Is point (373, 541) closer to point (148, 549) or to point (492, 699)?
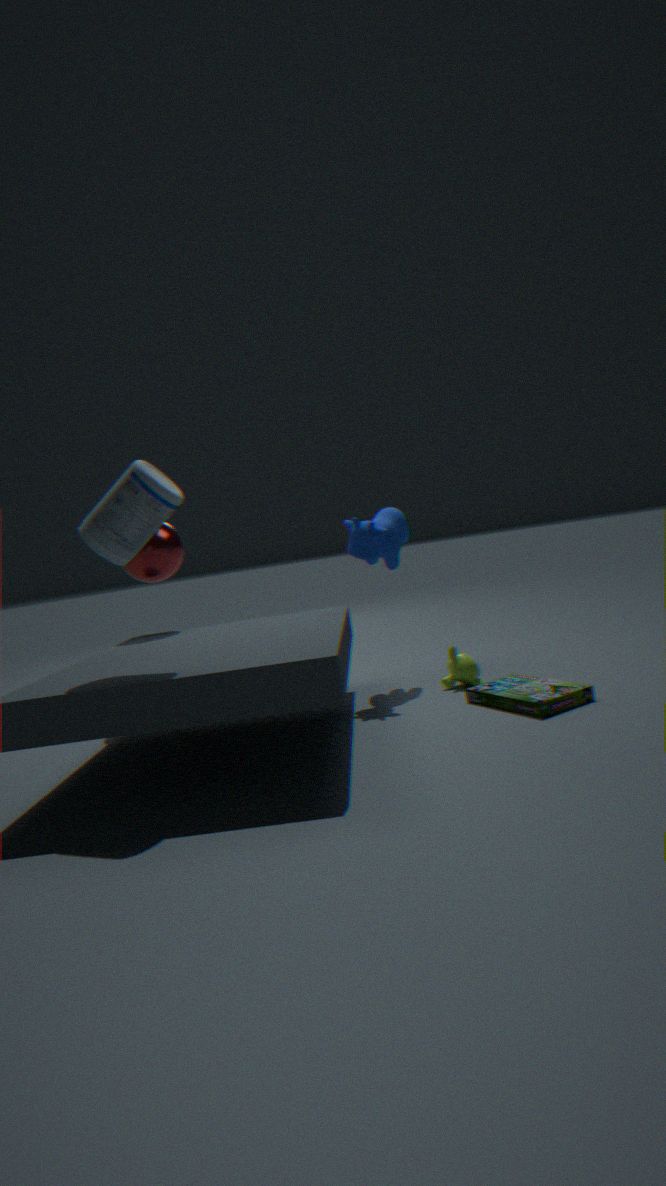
point (492, 699)
